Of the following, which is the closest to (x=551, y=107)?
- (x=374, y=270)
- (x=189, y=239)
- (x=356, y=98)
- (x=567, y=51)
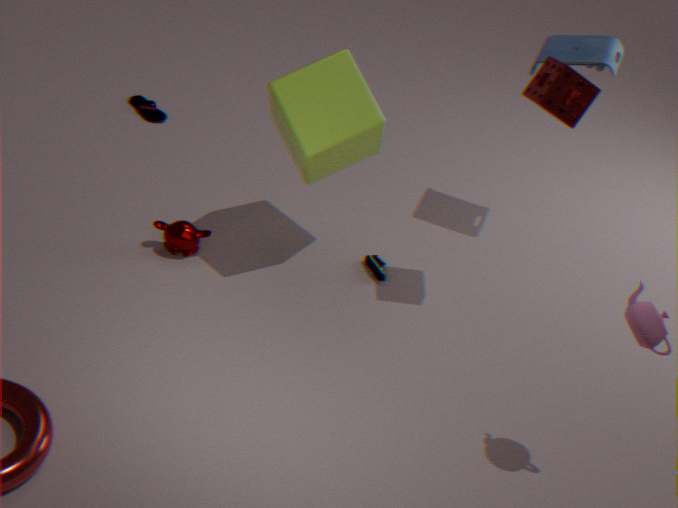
(x=567, y=51)
